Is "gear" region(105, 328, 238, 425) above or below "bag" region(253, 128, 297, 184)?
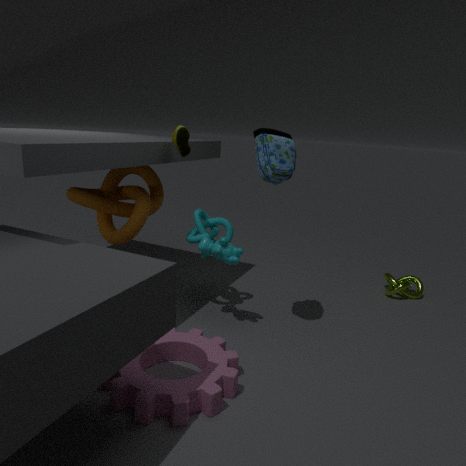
below
